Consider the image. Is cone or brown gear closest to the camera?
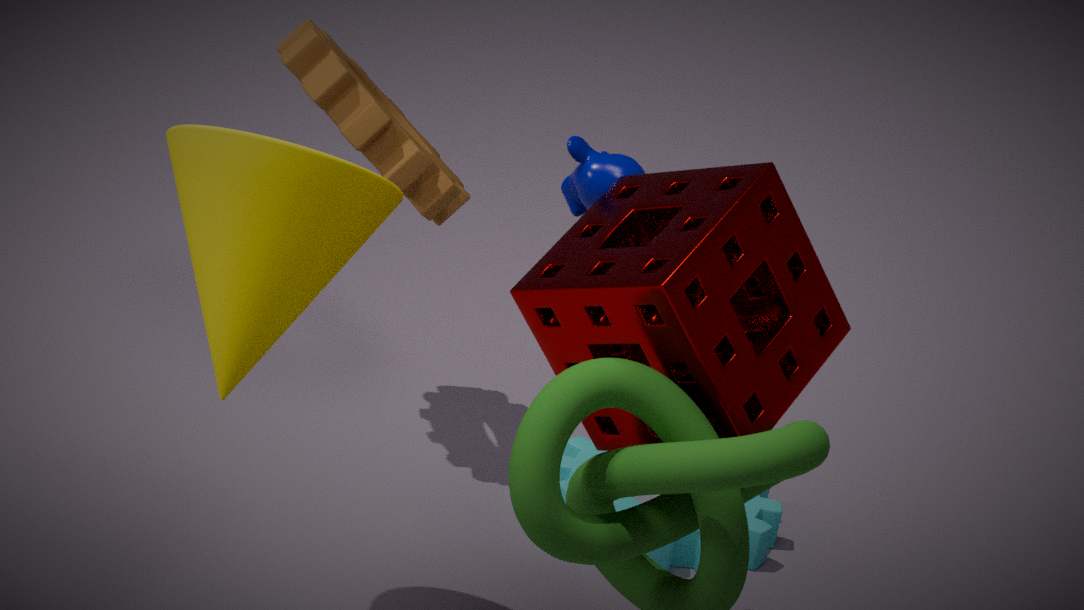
cone
